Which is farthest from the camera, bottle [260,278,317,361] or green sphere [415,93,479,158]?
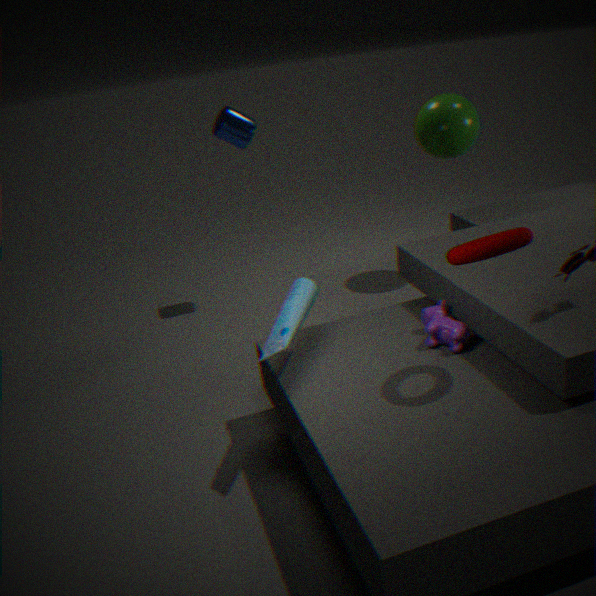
green sphere [415,93,479,158]
